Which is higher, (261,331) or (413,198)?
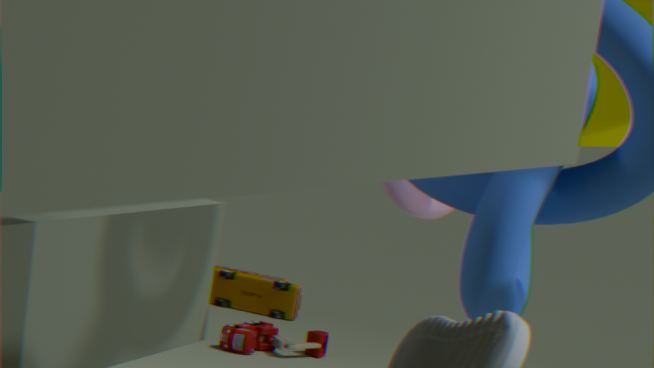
(413,198)
